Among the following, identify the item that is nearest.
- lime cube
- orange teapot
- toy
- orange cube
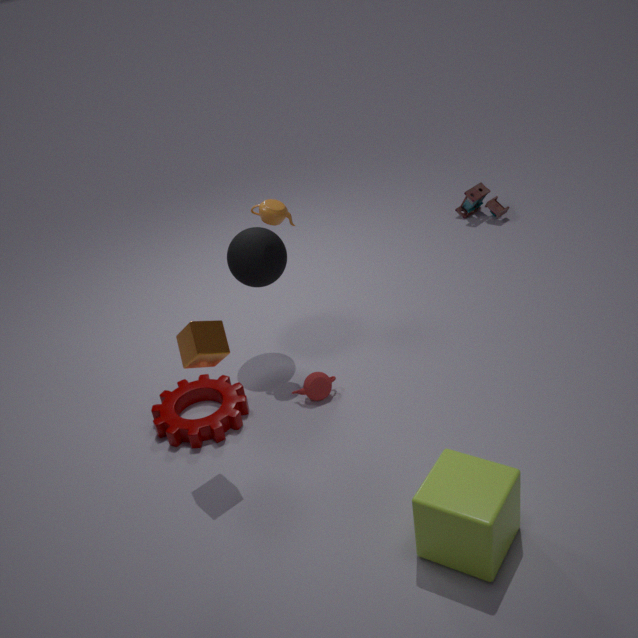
lime cube
